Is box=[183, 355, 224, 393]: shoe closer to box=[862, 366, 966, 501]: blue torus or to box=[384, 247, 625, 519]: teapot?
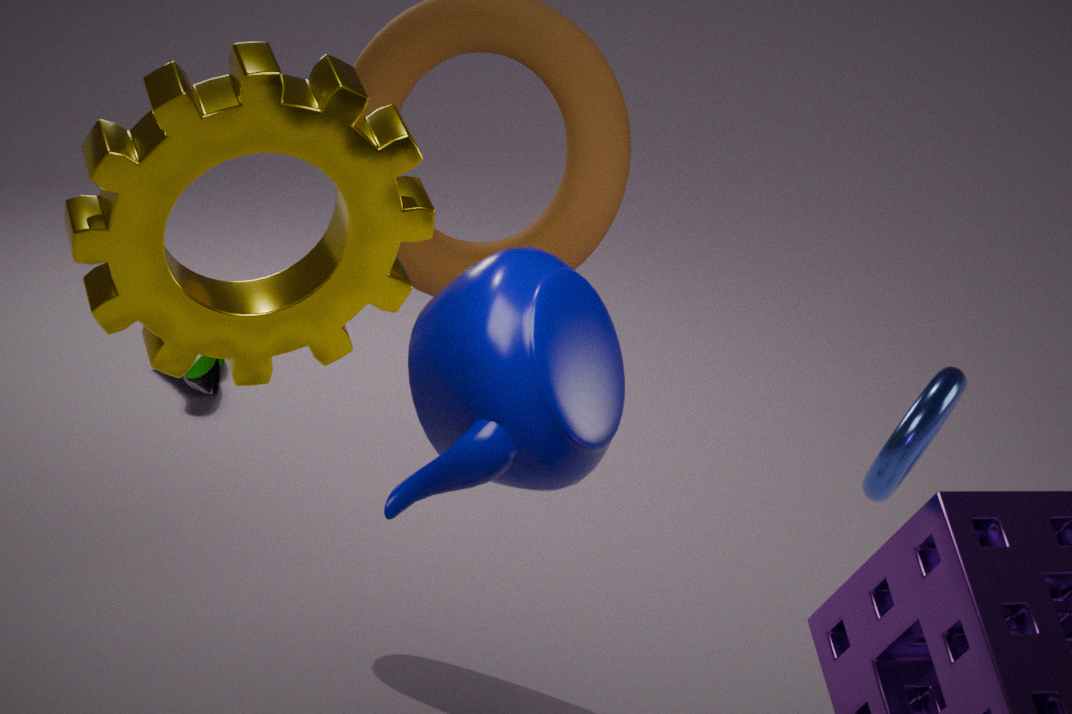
box=[862, 366, 966, 501]: blue torus
